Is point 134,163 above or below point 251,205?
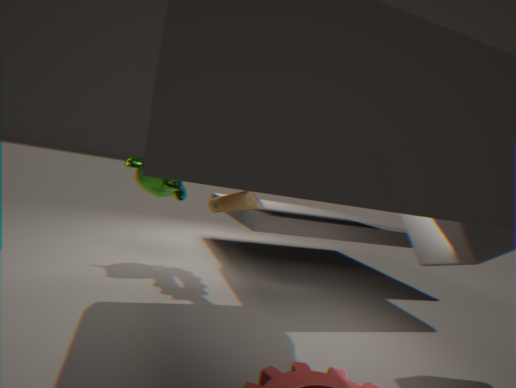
above
